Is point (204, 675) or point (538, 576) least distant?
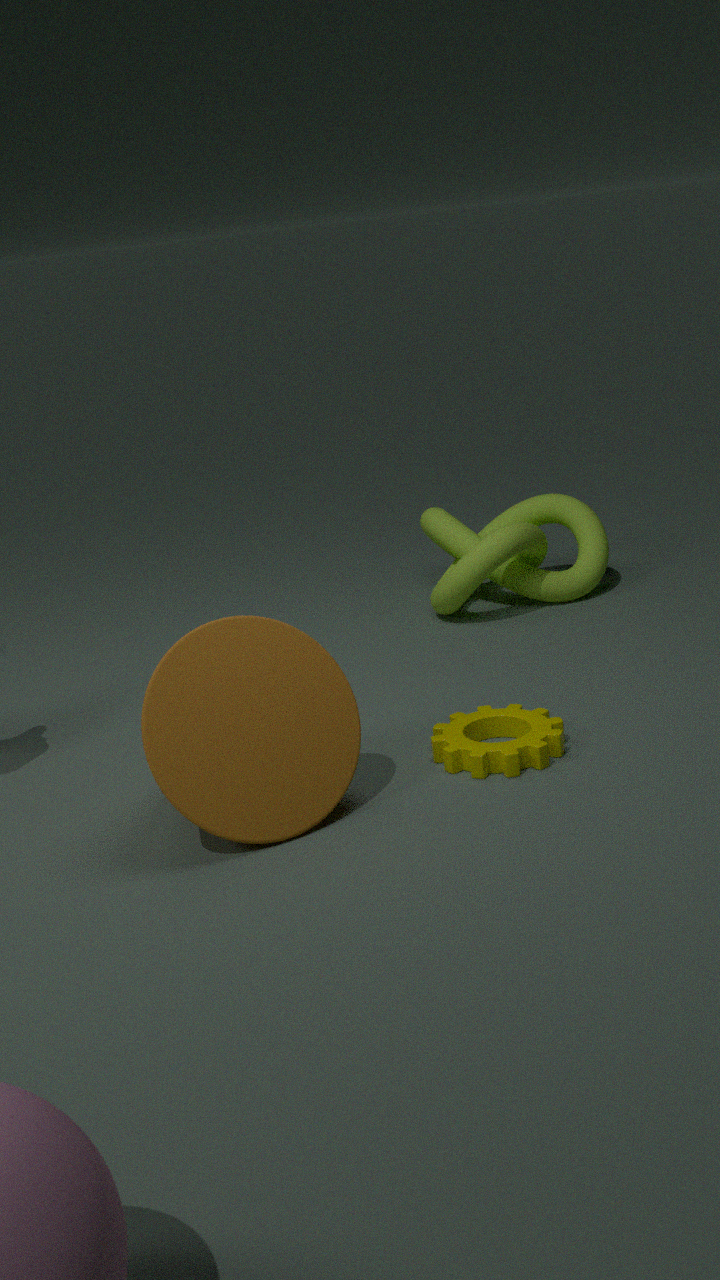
point (204, 675)
